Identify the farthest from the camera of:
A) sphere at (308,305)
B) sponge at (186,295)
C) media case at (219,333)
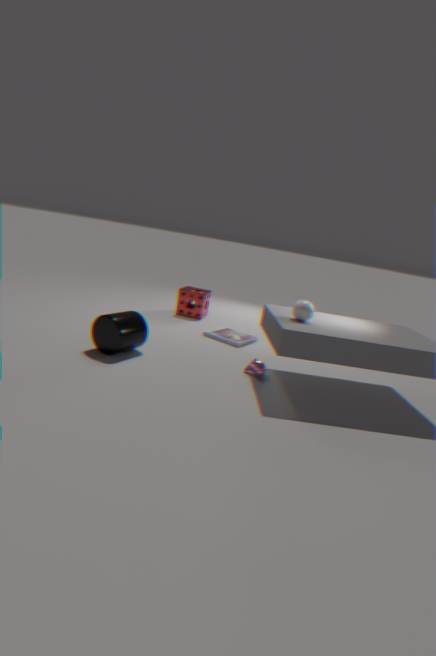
sponge at (186,295)
